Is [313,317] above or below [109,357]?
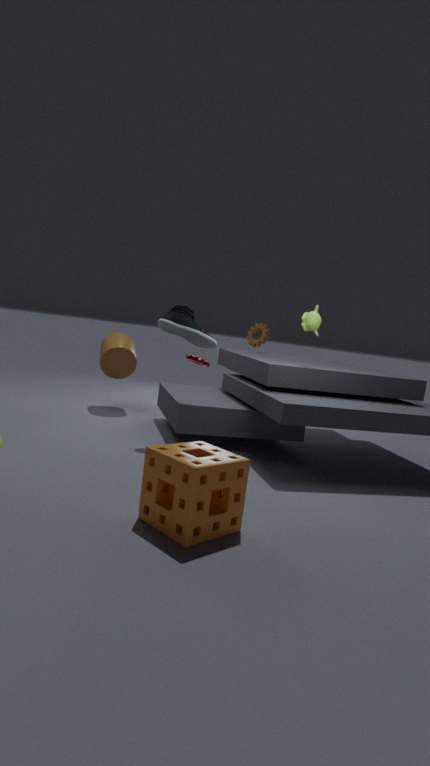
above
